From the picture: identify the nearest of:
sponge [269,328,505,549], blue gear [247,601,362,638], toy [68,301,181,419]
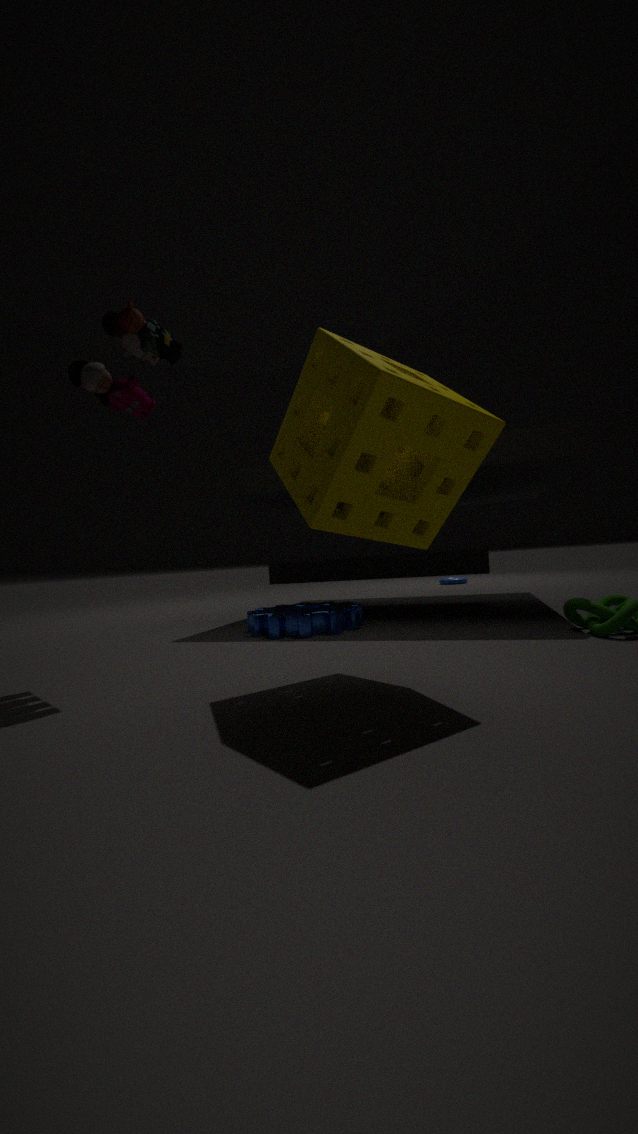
sponge [269,328,505,549]
